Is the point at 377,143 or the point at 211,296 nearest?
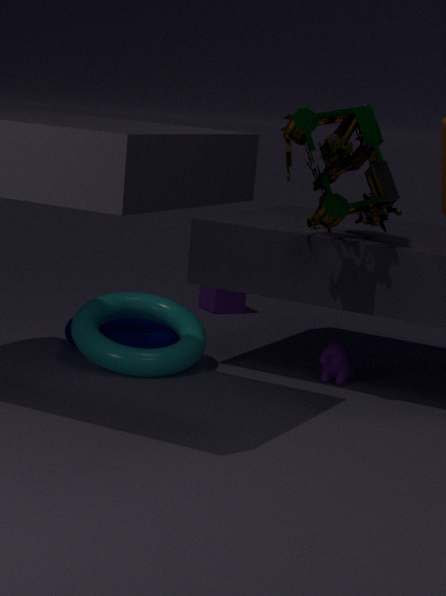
the point at 377,143
